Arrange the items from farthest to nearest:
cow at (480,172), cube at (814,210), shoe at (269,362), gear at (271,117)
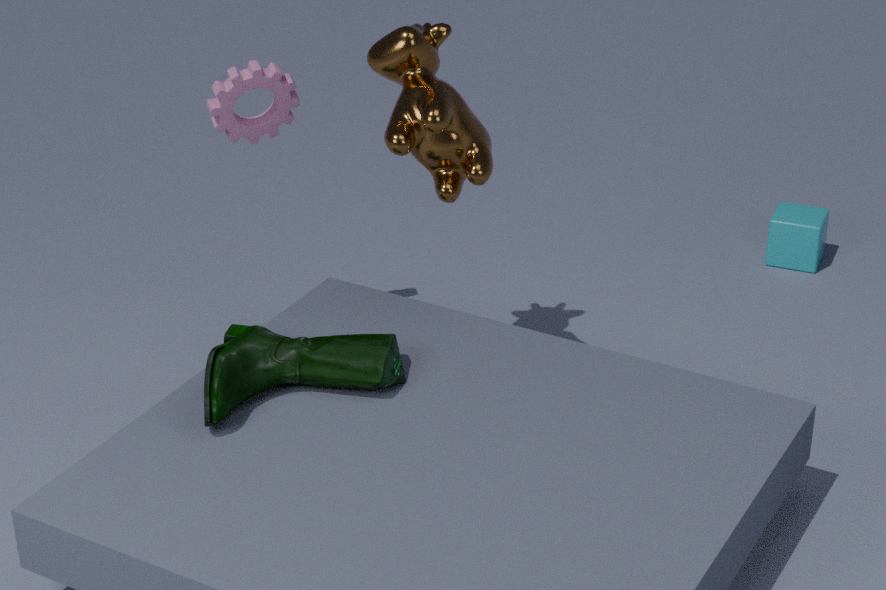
cube at (814,210) < gear at (271,117) < cow at (480,172) < shoe at (269,362)
